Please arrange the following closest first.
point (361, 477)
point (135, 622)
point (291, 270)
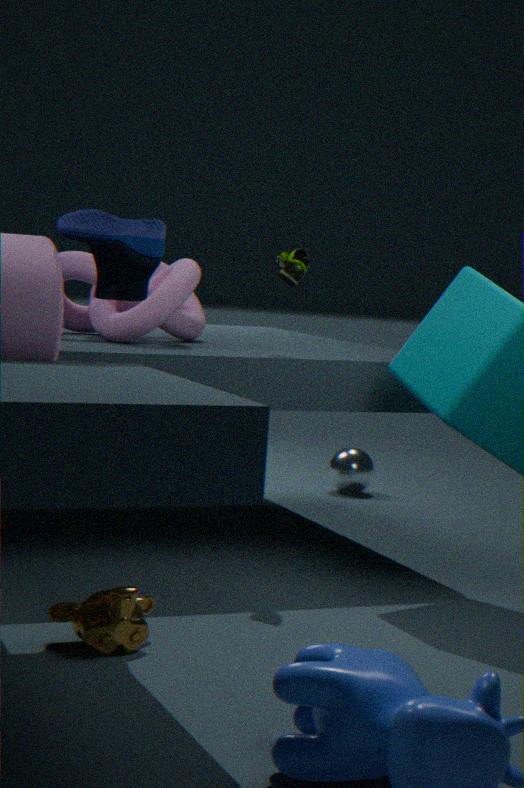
point (135, 622), point (291, 270), point (361, 477)
